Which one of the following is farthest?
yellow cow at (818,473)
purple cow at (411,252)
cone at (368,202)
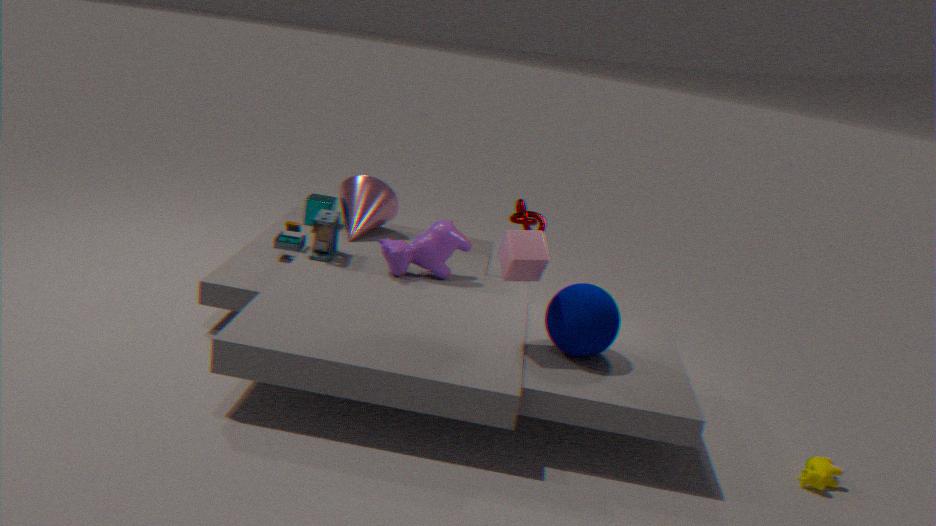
cone at (368,202)
